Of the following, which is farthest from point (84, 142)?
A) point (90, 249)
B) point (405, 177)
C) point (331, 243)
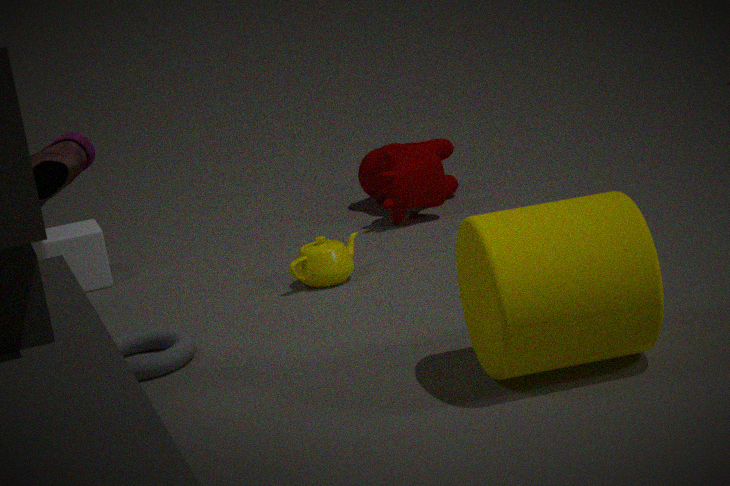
point (405, 177)
